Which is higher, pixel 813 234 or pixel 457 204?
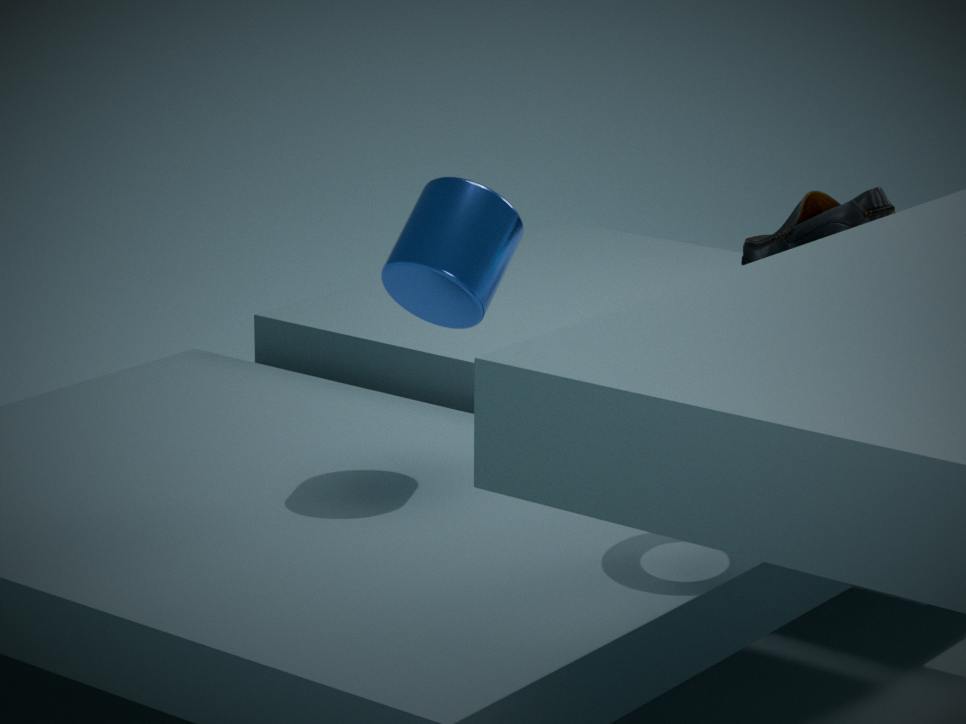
pixel 457 204
